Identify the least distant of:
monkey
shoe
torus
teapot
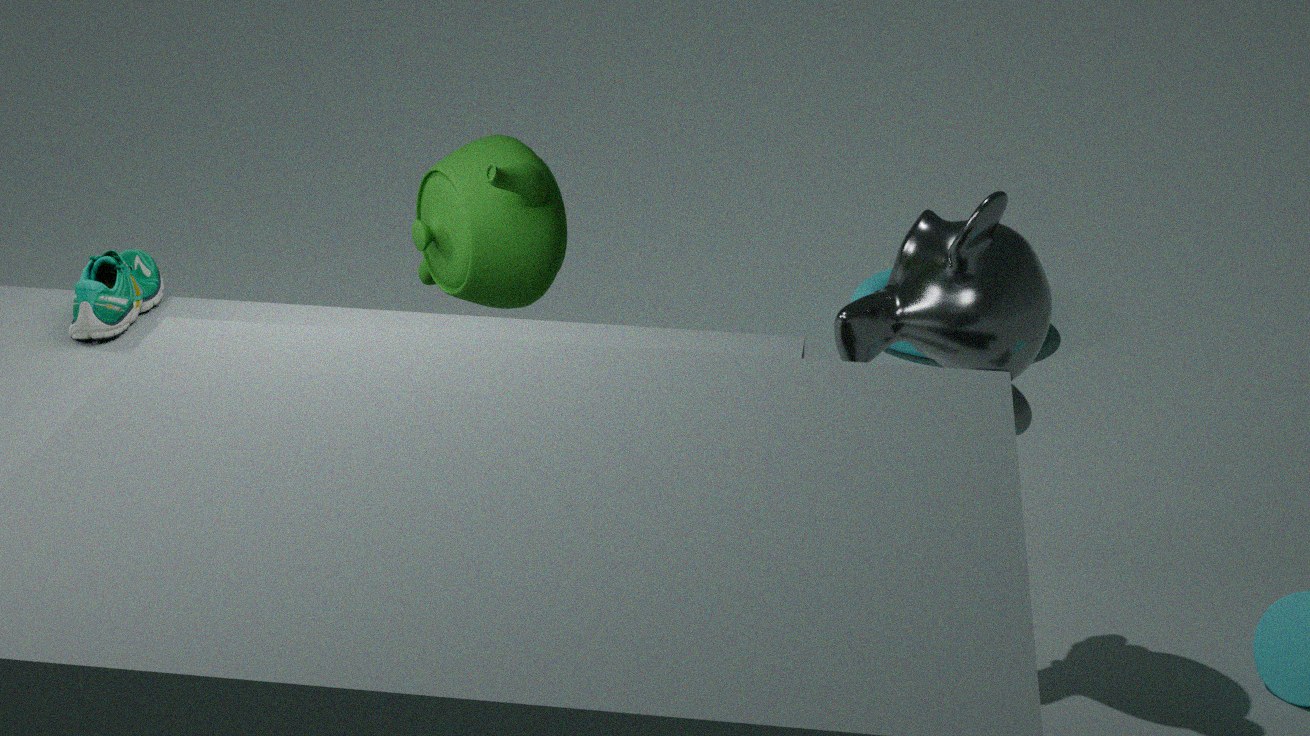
shoe
